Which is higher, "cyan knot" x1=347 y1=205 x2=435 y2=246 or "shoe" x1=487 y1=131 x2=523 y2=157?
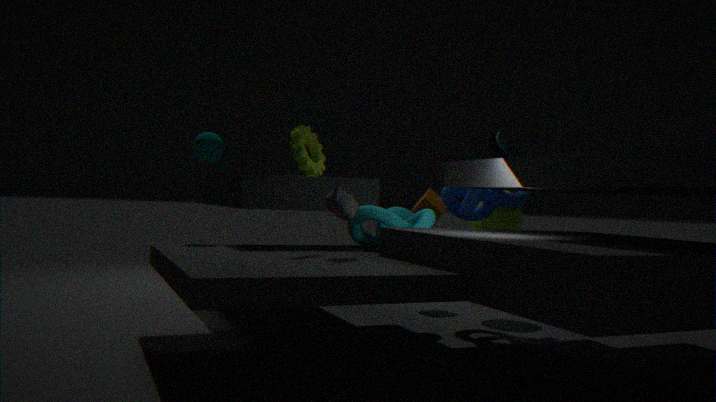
"shoe" x1=487 y1=131 x2=523 y2=157
